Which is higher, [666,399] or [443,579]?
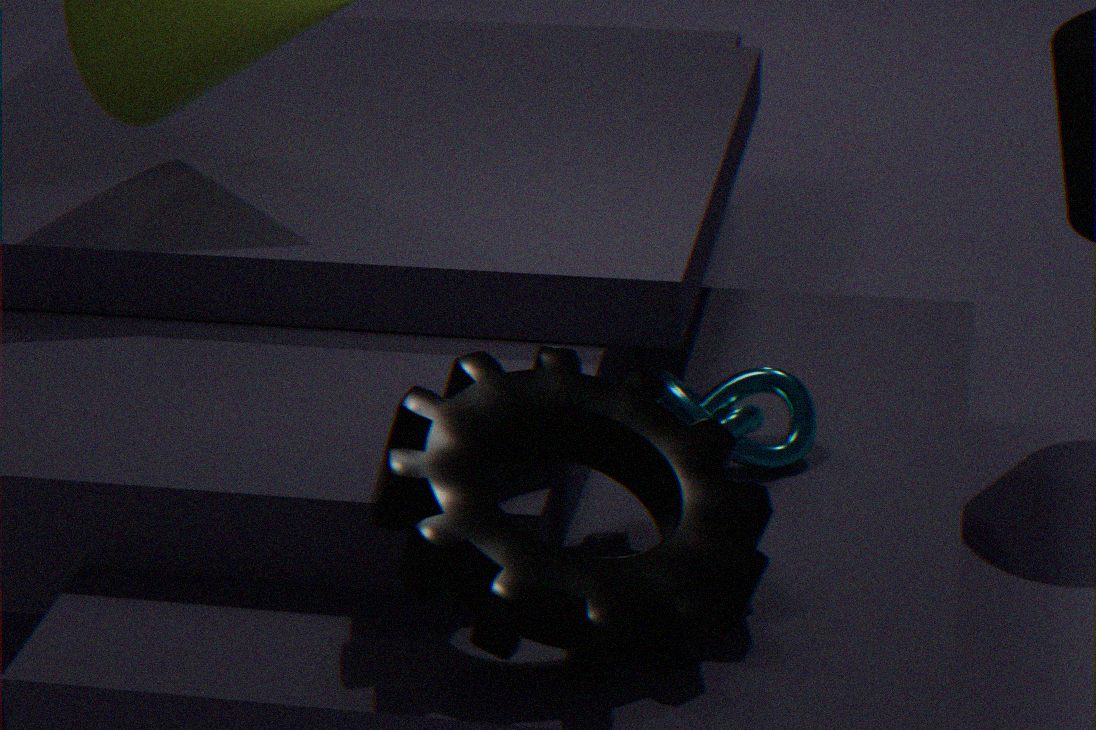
[443,579]
